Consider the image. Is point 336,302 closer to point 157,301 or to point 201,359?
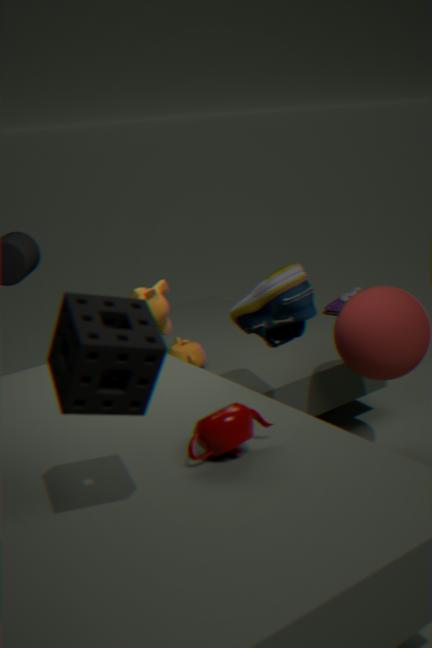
point 201,359
